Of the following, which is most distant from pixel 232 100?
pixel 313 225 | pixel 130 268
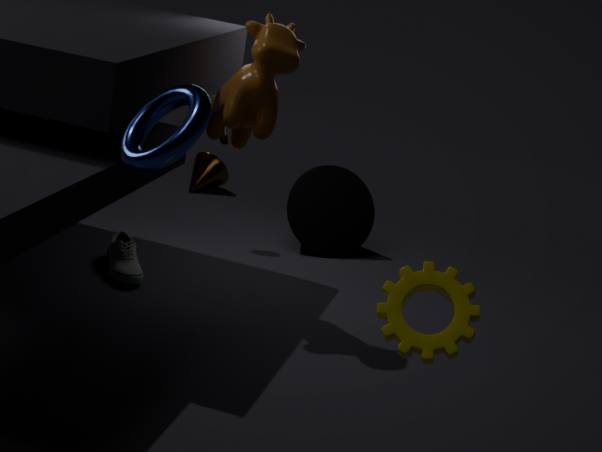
pixel 313 225
